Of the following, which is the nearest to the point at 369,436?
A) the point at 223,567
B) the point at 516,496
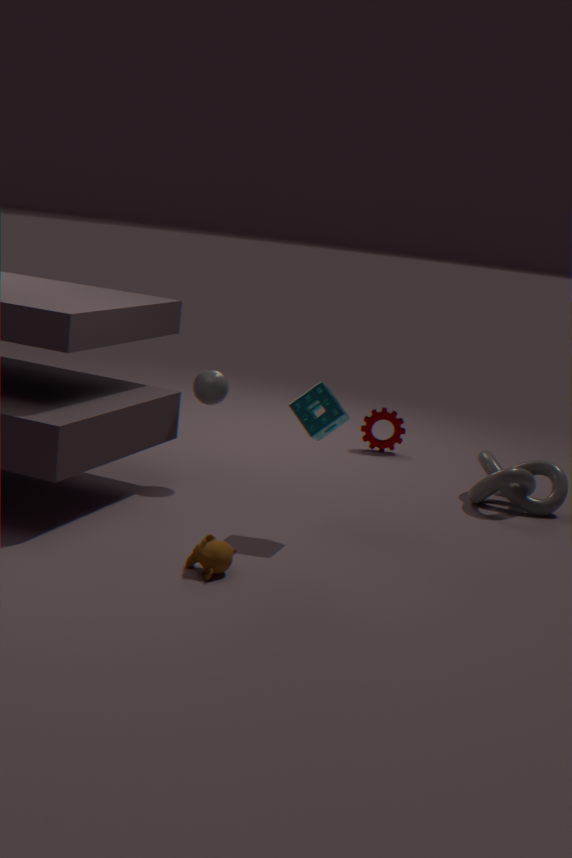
the point at 516,496
